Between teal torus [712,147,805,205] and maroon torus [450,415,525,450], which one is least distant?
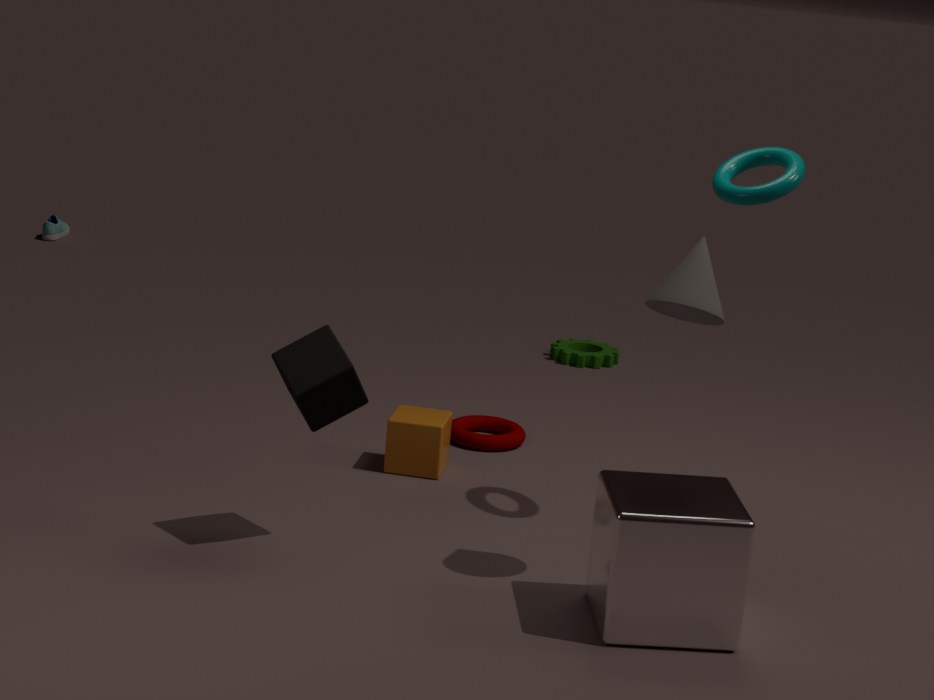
teal torus [712,147,805,205]
